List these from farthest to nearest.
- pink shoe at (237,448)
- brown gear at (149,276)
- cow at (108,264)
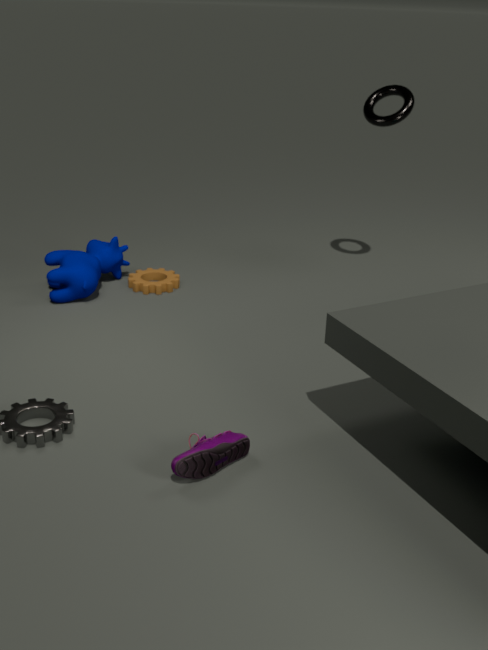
brown gear at (149,276) < cow at (108,264) < pink shoe at (237,448)
